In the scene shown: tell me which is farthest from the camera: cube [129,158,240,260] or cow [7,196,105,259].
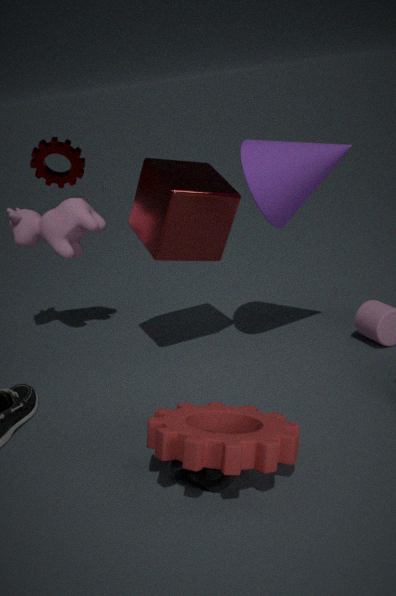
cow [7,196,105,259]
